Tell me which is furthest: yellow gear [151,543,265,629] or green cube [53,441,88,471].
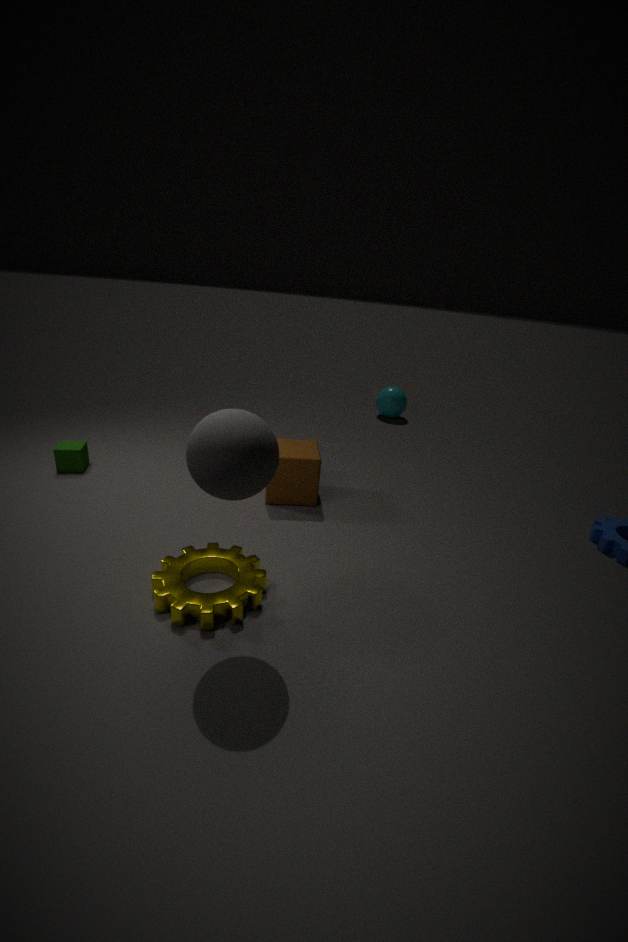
green cube [53,441,88,471]
